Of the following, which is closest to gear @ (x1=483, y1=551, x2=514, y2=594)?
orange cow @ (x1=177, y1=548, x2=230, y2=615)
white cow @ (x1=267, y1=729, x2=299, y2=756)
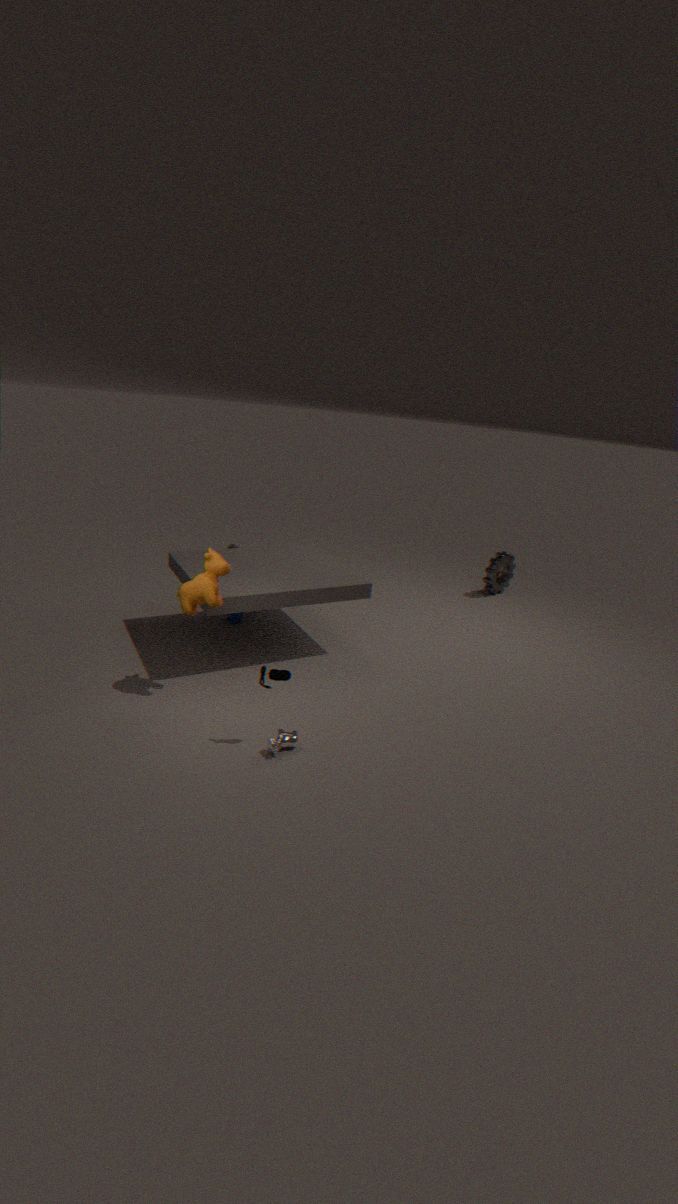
orange cow @ (x1=177, y1=548, x2=230, y2=615)
